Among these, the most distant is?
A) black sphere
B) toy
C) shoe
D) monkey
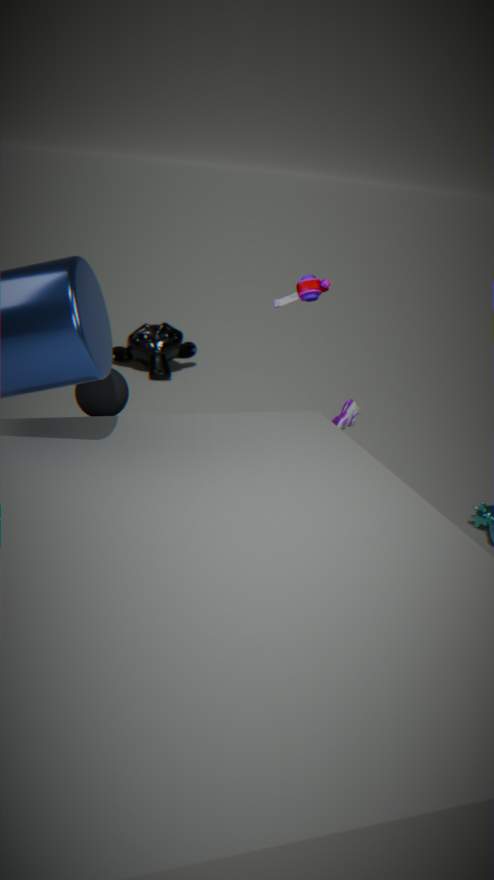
monkey
